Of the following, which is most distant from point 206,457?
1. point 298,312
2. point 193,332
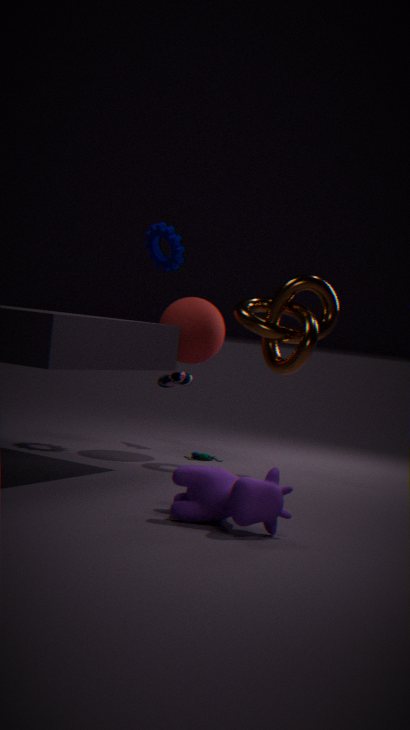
point 298,312
